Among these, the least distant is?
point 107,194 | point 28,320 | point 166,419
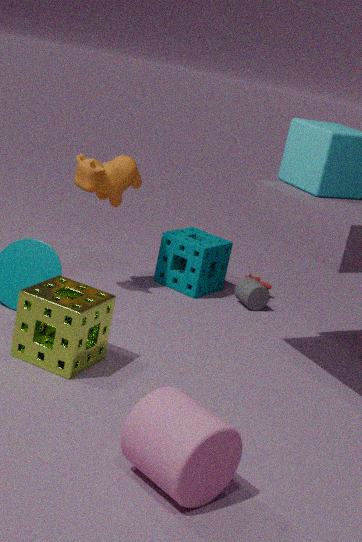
point 166,419
